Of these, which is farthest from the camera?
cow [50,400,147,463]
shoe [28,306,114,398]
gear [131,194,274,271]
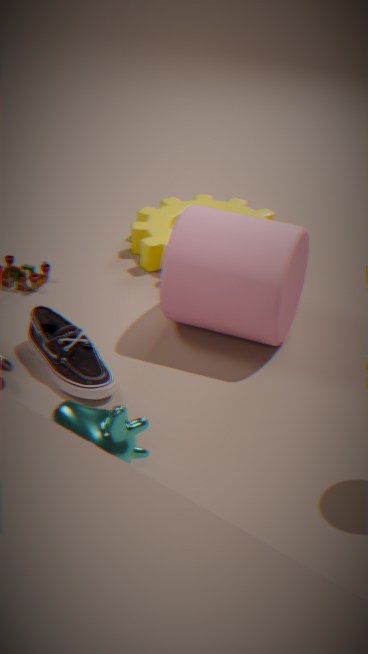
gear [131,194,274,271]
